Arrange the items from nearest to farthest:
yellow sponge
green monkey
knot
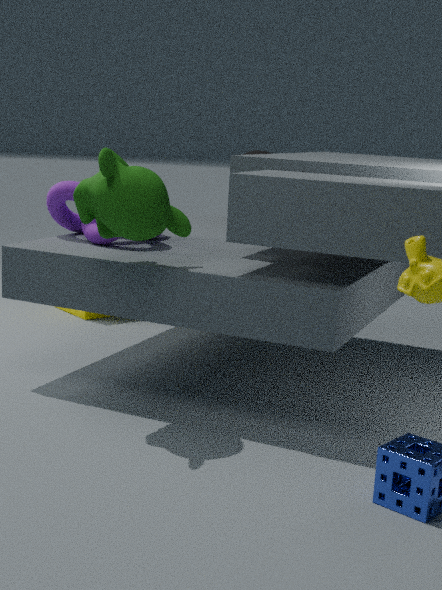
1. green monkey
2. knot
3. yellow sponge
